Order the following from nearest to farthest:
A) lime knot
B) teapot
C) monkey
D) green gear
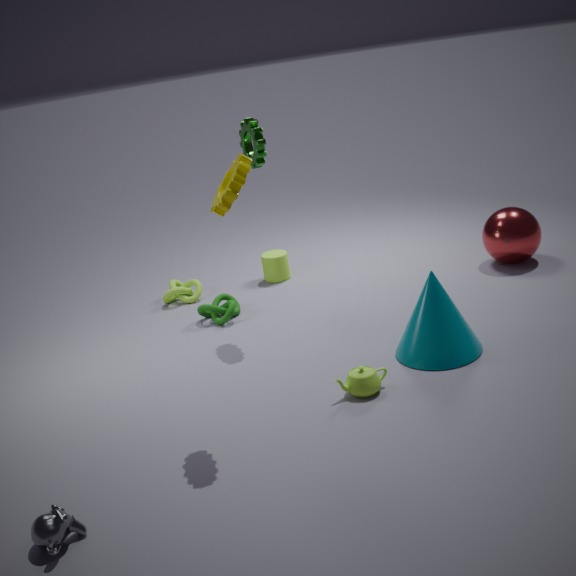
1. monkey
2. teapot
3. green gear
4. lime knot
